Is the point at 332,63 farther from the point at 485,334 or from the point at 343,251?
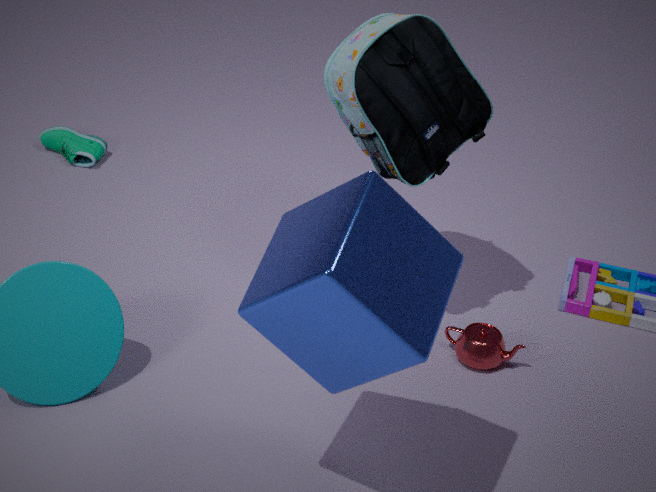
the point at 343,251
